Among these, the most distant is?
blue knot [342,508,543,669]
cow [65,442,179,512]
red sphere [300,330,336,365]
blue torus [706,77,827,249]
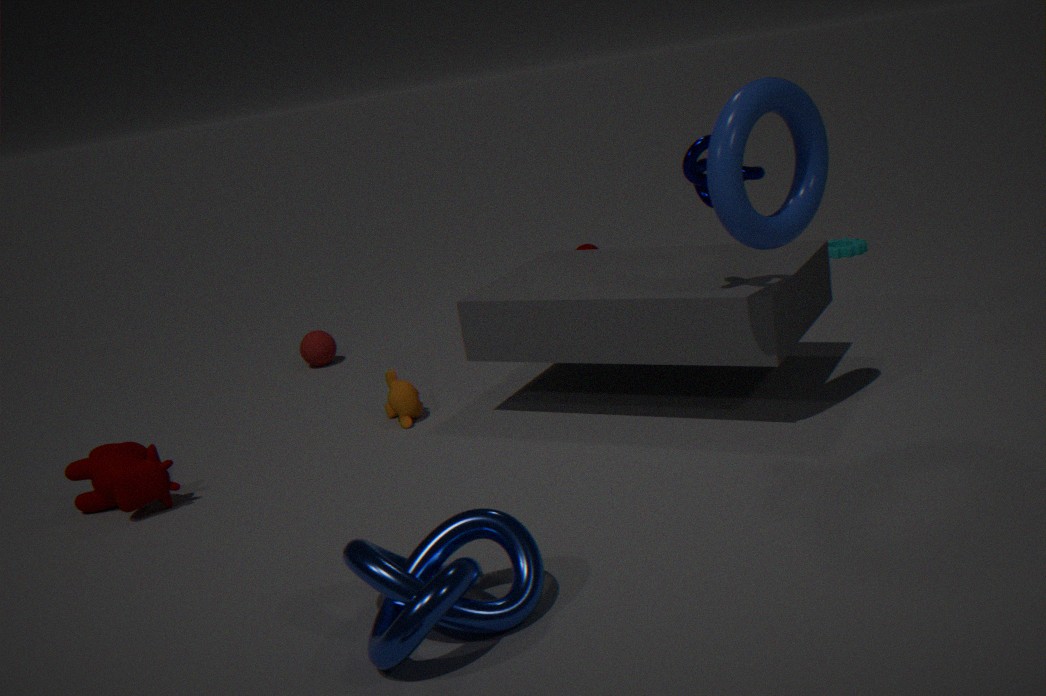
red sphere [300,330,336,365]
